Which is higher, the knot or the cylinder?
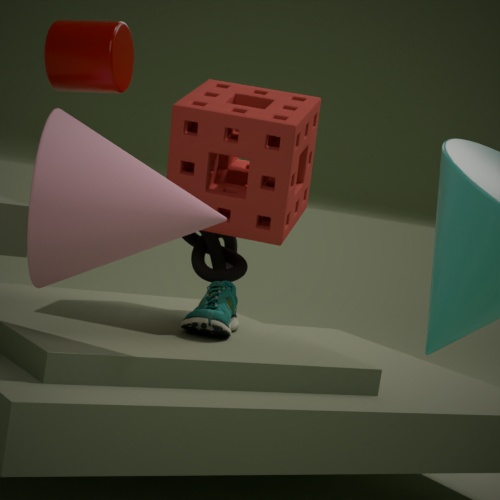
the cylinder
